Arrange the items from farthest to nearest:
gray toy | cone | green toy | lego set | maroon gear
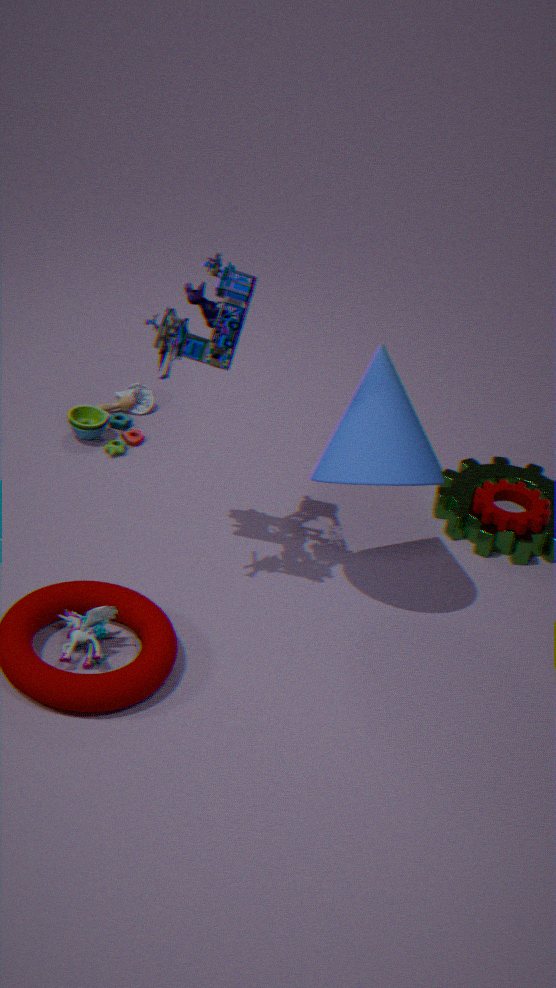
green toy → maroon gear → cone → gray toy → lego set
